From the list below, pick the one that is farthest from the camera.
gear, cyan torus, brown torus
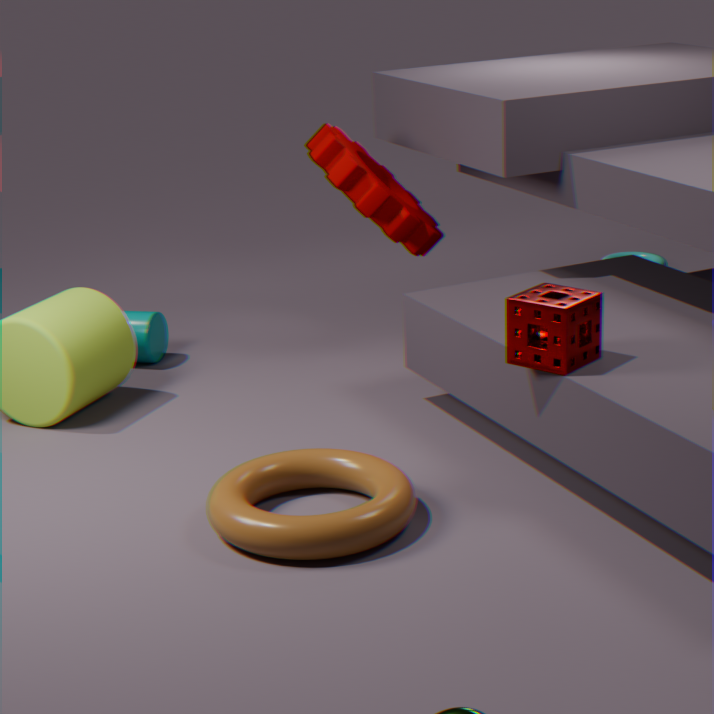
cyan torus
